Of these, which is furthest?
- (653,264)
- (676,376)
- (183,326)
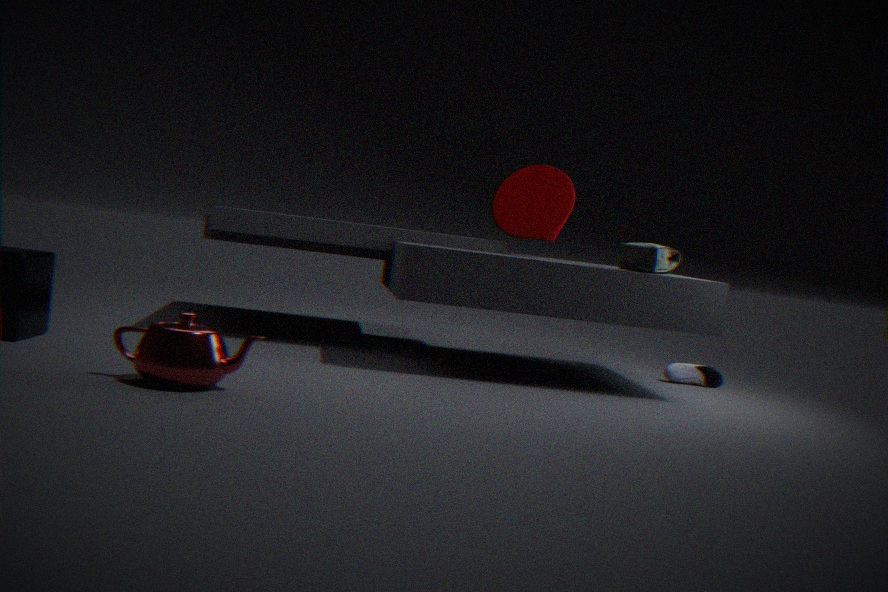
(676,376)
